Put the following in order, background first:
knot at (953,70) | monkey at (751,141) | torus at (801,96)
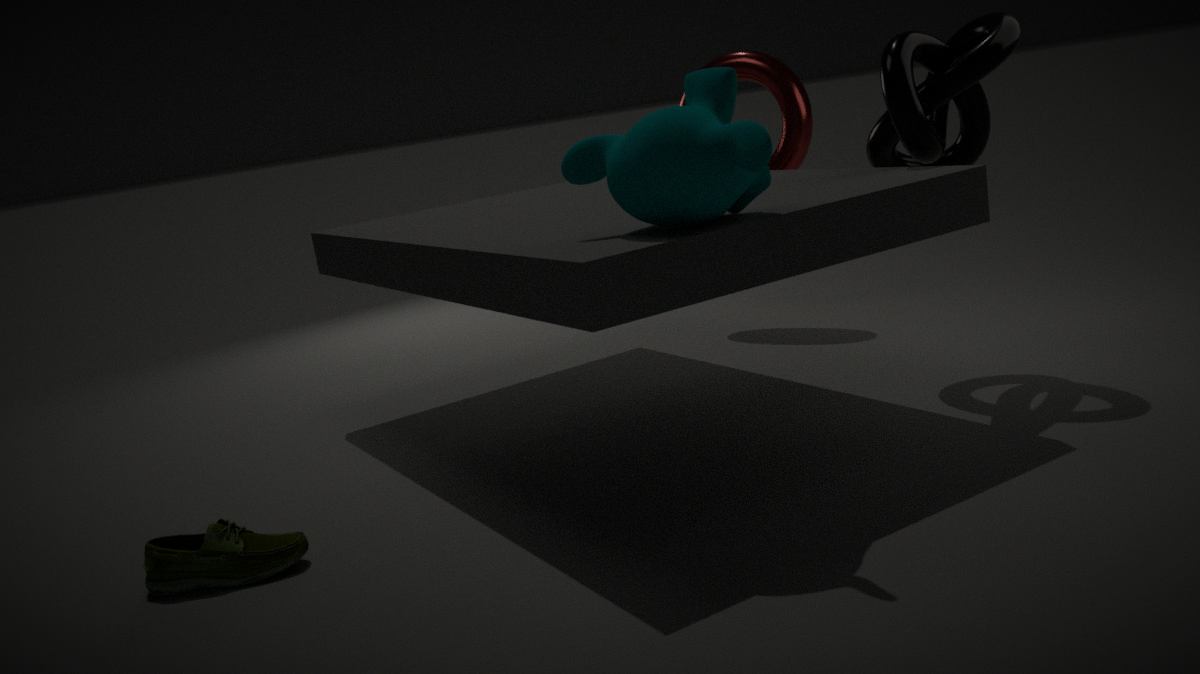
torus at (801,96), knot at (953,70), monkey at (751,141)
